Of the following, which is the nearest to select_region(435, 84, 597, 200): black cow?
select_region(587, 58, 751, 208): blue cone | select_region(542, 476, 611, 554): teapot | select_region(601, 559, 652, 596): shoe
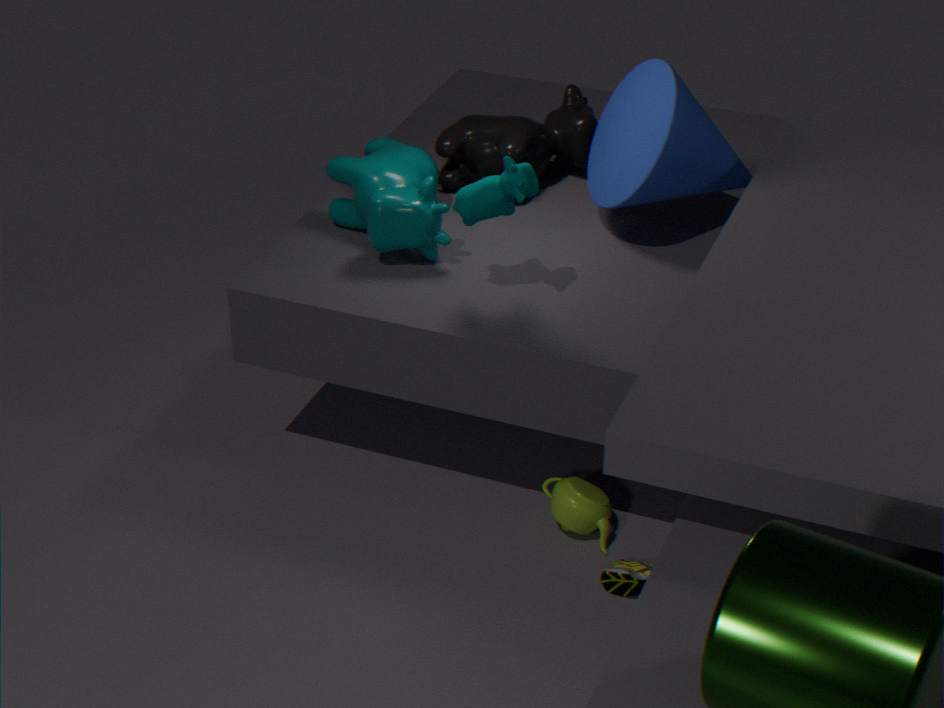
select_region(587, 58, 751, 208): blue cone
